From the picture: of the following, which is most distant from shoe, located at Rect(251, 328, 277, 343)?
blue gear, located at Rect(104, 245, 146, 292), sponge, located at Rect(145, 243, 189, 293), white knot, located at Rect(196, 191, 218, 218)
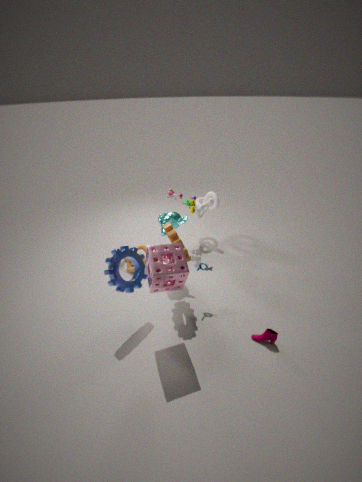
white knot, located at Rect(196, 191, 218, 218)
